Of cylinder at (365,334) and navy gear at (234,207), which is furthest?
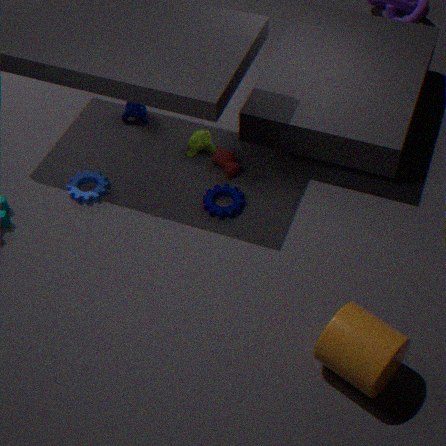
navy gear at (234,207)
